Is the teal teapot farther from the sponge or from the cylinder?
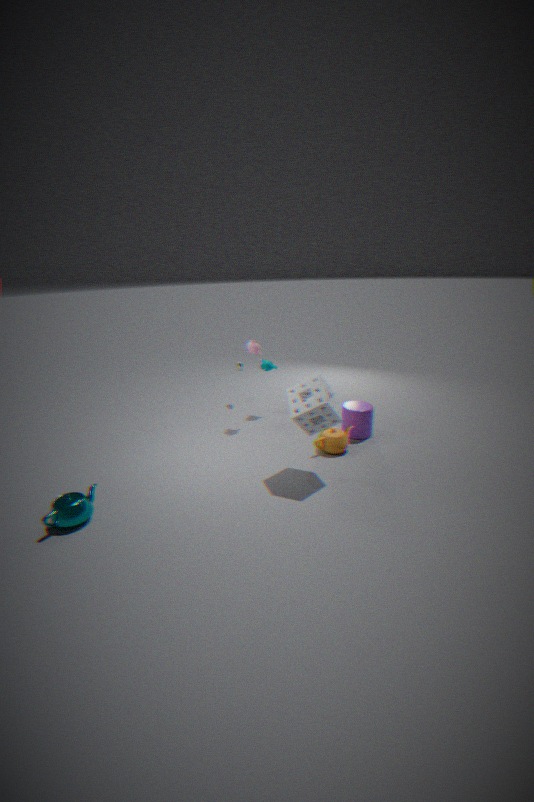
the cylinder
